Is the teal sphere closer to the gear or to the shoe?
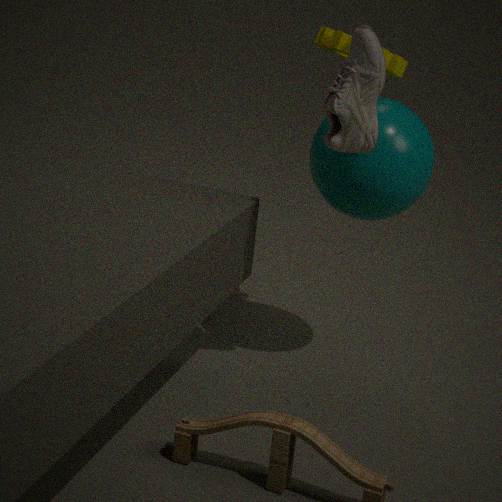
the shoe
